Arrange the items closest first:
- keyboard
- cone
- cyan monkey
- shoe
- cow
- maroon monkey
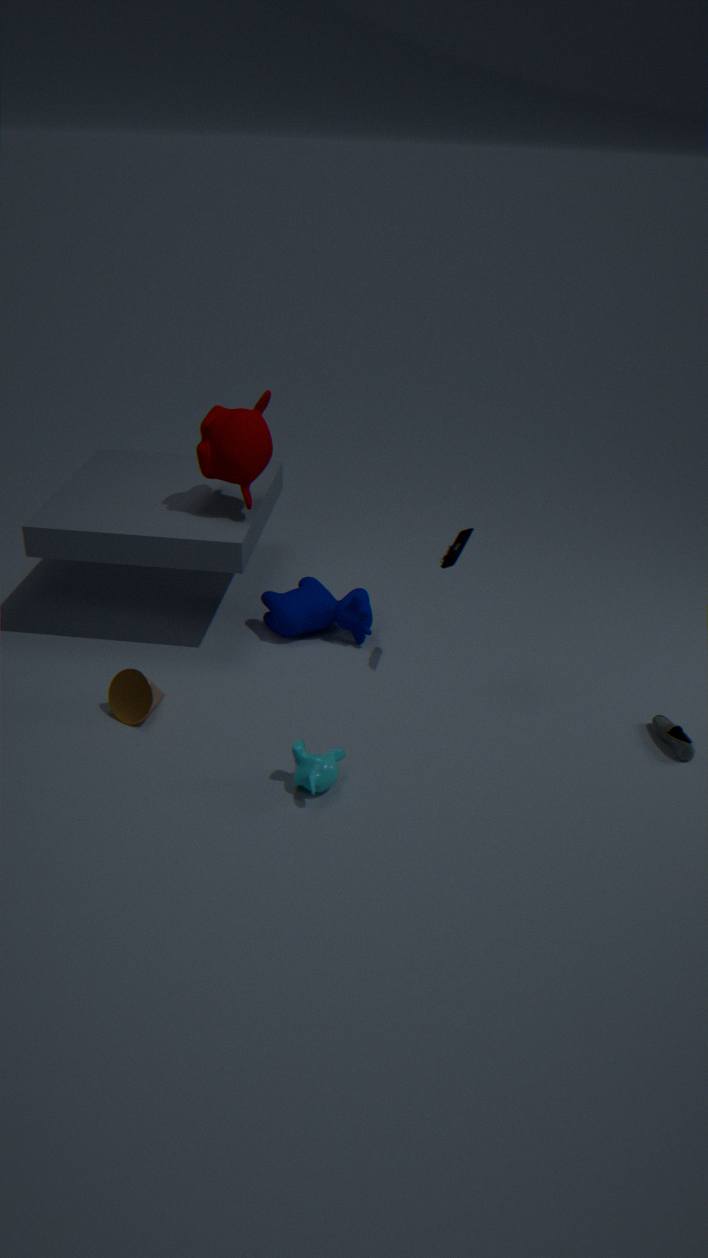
cyan monkey
shoe
cone
keyboard
maroon monkey
cow
